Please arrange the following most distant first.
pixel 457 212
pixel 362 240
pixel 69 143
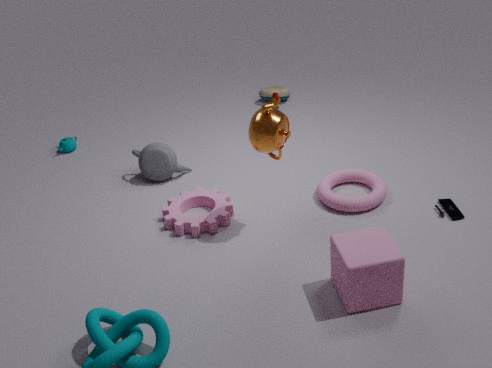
pixel 69 143 → pixel 457 212 → pixel 362 240
